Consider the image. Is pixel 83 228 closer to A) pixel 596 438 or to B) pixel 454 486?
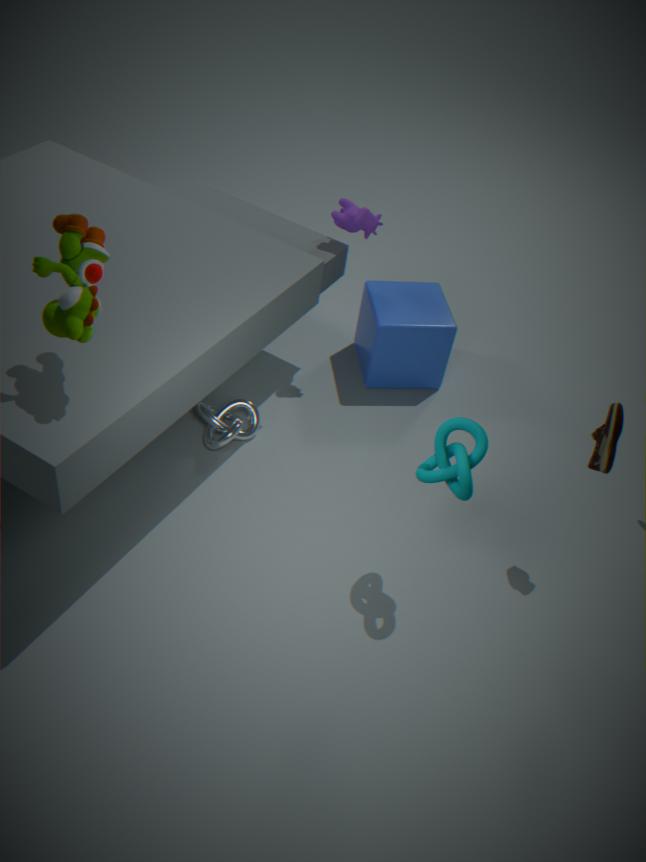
B) pixel 454 486
